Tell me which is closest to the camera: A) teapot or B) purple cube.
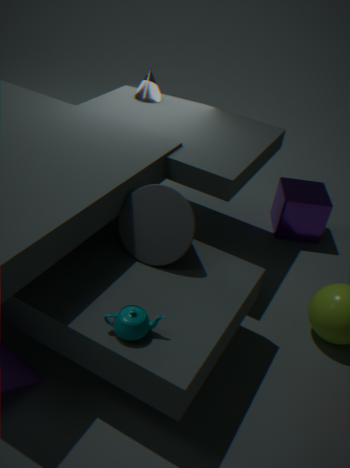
A. teapot
